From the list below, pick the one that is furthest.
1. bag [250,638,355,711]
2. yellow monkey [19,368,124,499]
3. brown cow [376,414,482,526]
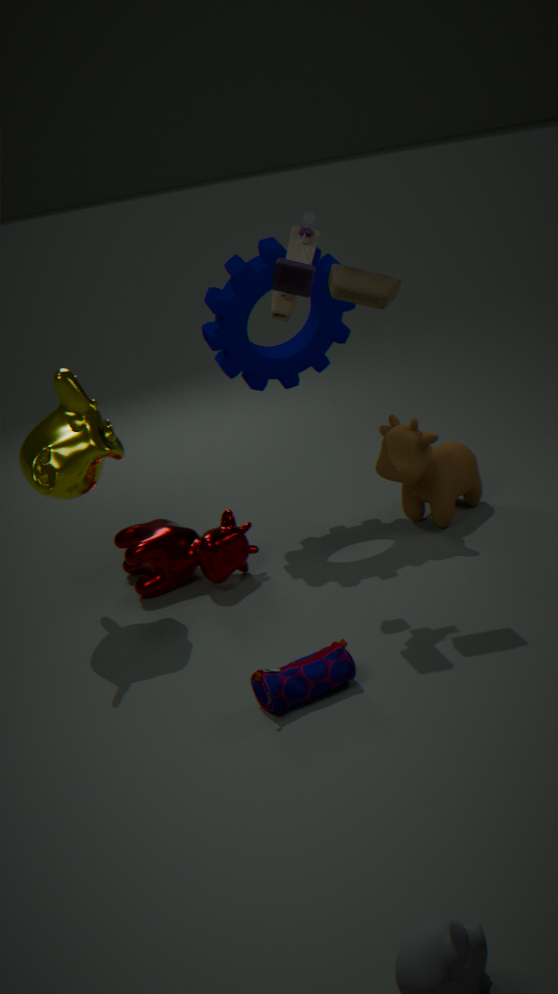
brown cow [376,414,482,526]
